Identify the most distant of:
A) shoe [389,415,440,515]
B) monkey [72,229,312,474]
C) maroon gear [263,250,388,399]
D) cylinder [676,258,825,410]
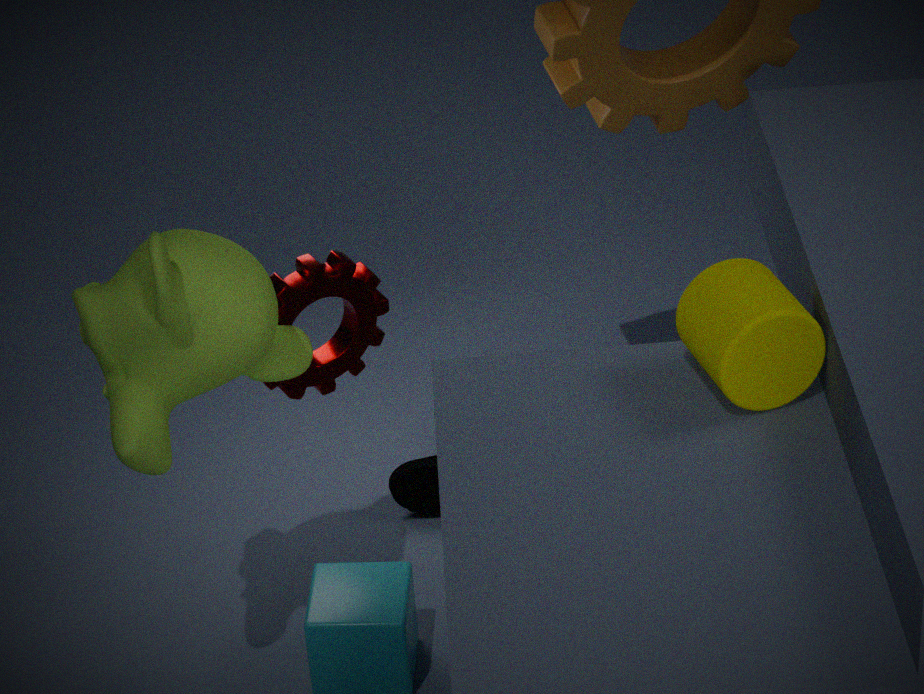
shoe [389,415,440,515]
